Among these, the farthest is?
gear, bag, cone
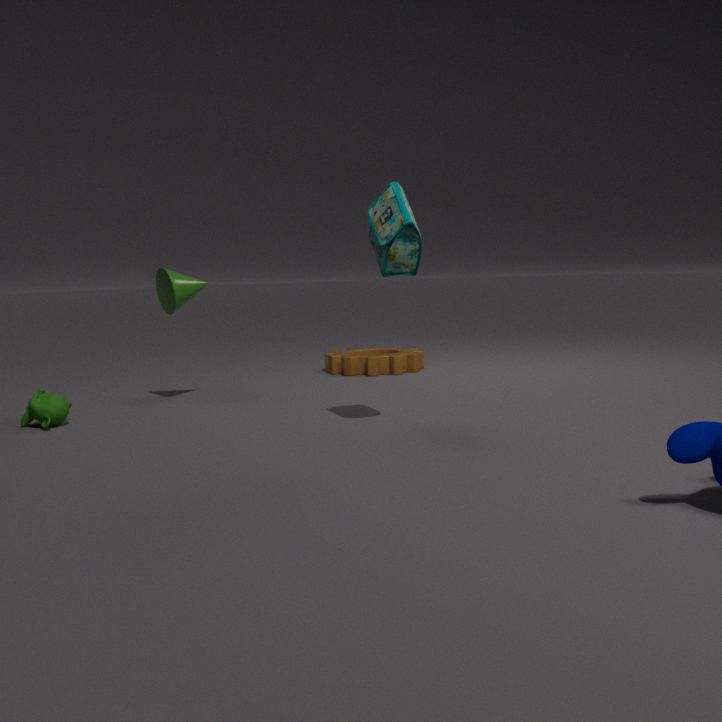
gear
